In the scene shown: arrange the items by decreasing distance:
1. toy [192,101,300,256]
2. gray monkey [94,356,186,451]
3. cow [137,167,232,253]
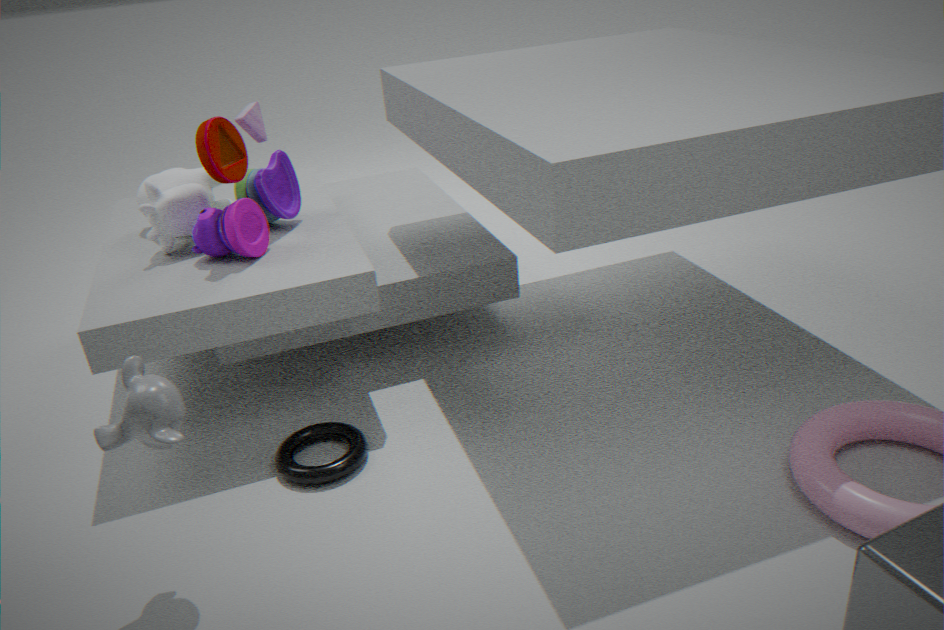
cow [137,167,232,253], toy [192,101,300,256], gray monkey [94,356,186,451]
